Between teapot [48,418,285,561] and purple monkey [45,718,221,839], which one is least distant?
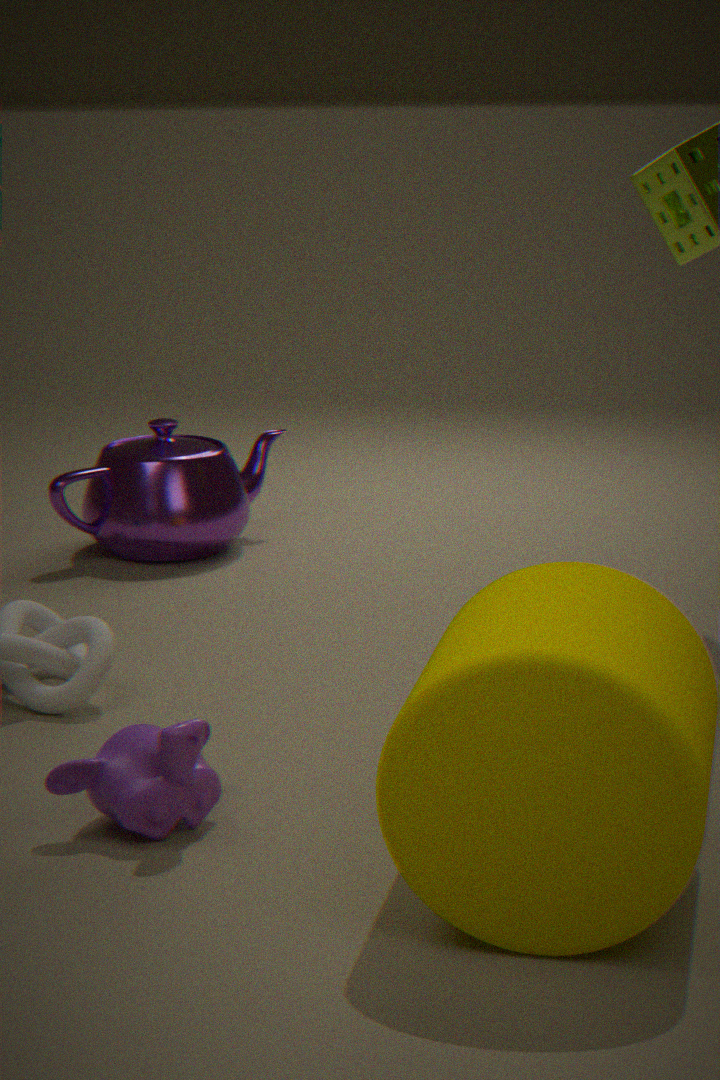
purple monkey [45,718,221,839]
